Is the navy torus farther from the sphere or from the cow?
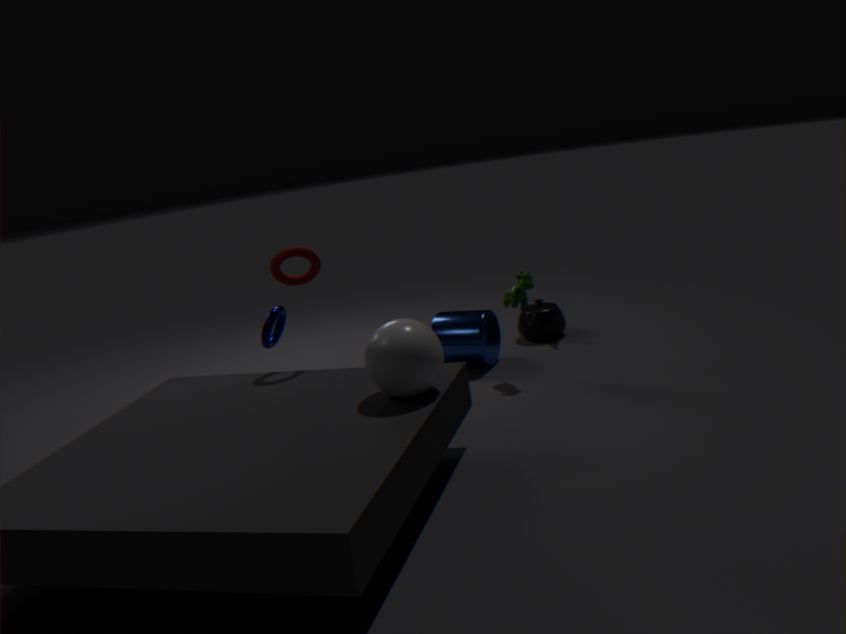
the cow
